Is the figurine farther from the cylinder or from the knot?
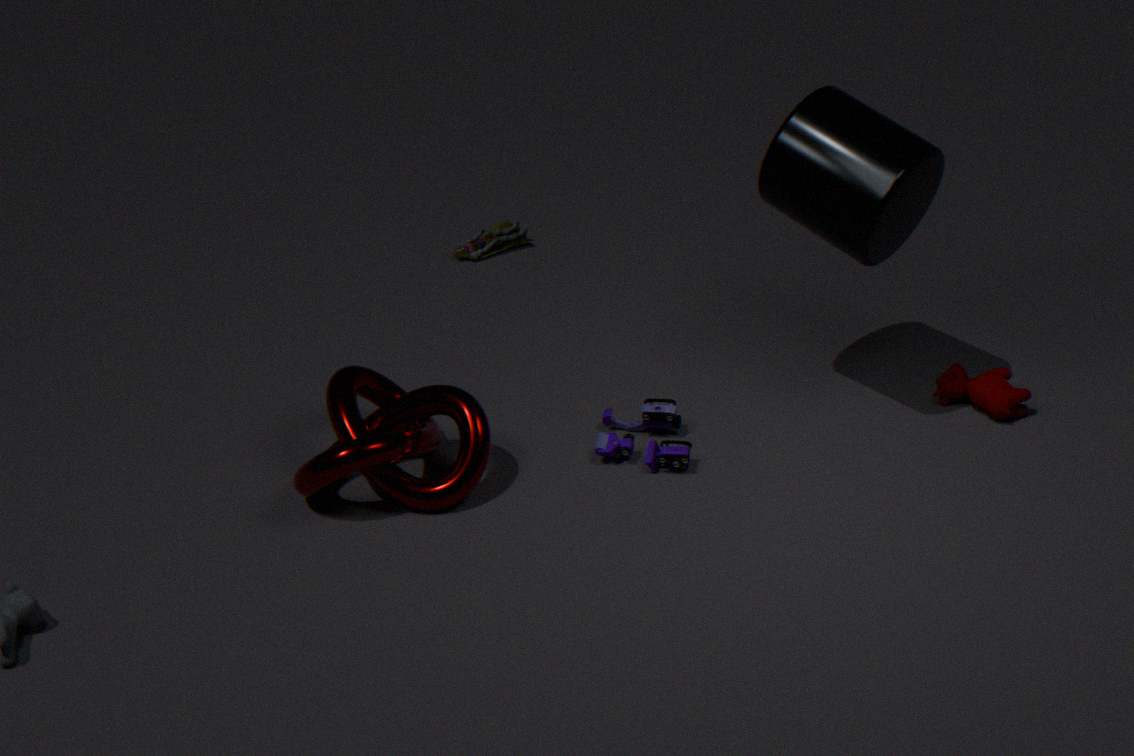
the cylinder
